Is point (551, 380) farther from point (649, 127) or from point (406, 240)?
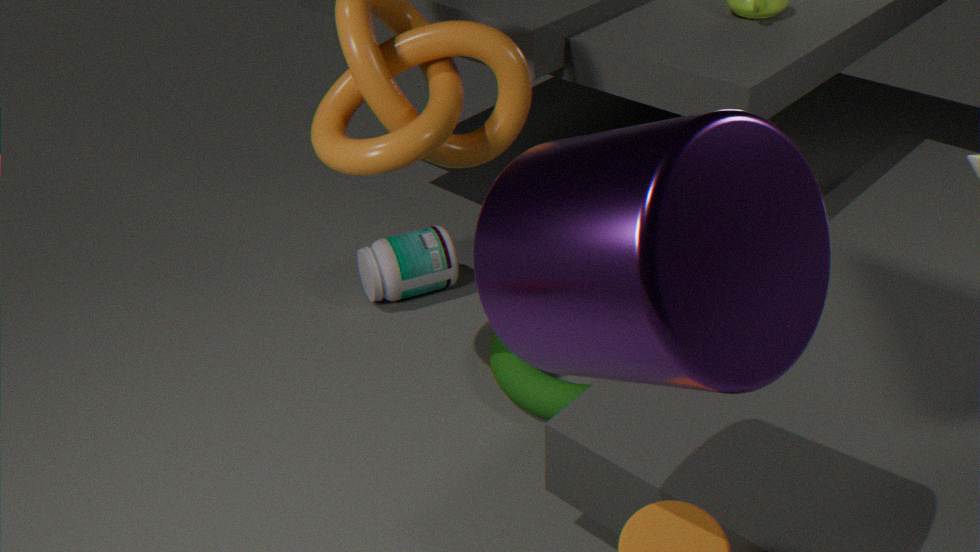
point (649, 127)
